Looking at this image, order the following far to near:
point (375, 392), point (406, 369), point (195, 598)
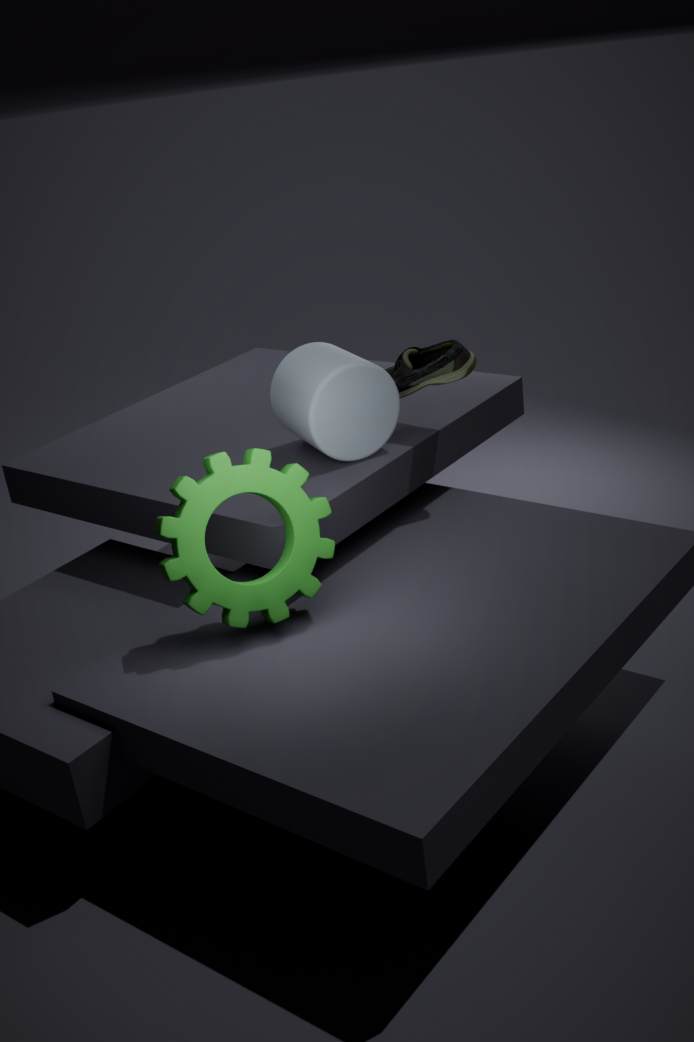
point (406, 369) → point (375, 392) → point (195, 598)
